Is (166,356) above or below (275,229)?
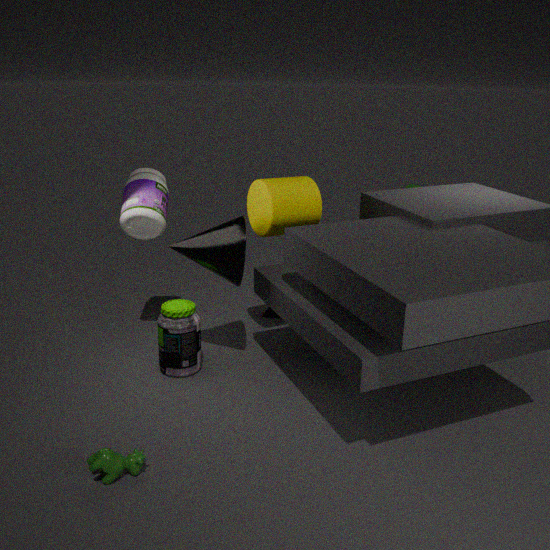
below
